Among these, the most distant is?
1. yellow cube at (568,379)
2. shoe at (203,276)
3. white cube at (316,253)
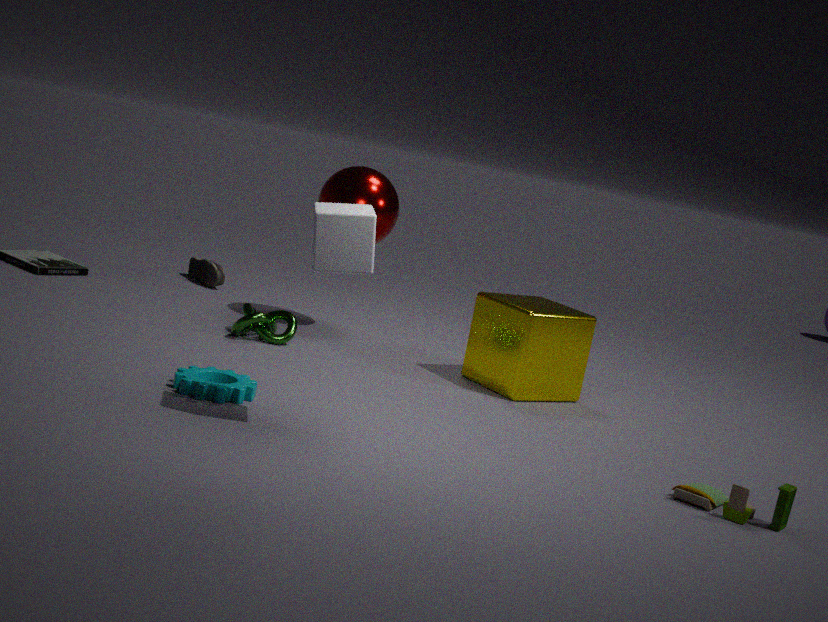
shoe at (203,276)
